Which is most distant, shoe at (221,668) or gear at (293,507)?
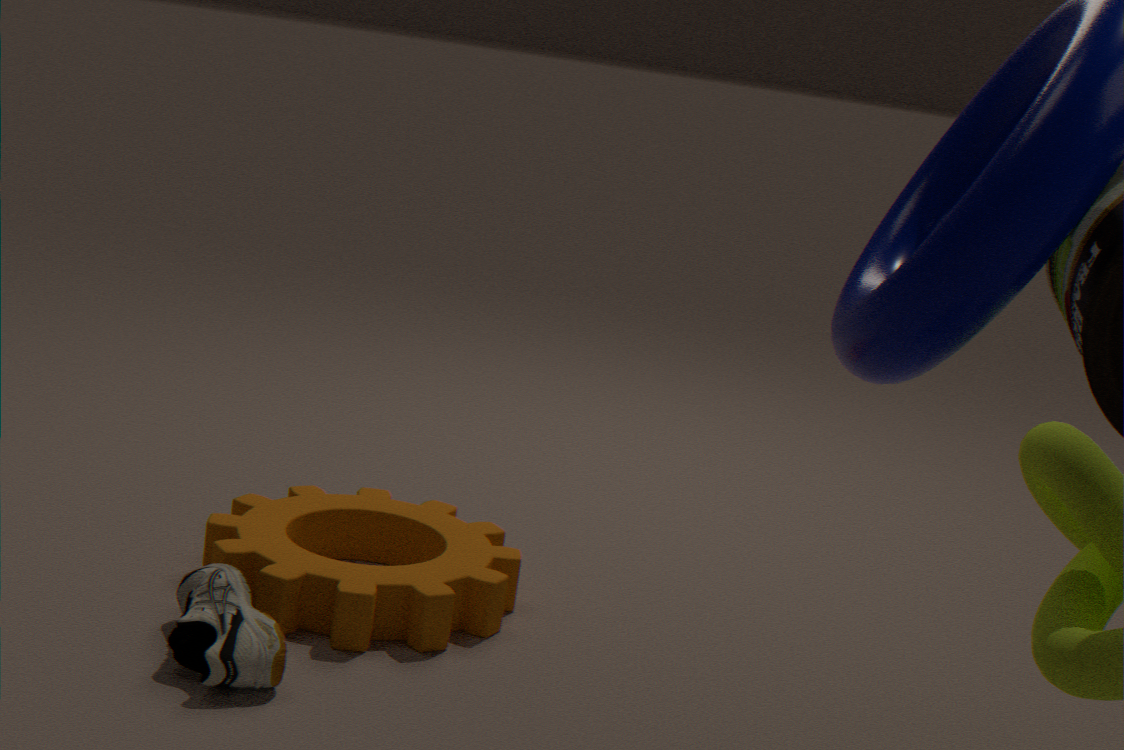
gear at (293,507)
